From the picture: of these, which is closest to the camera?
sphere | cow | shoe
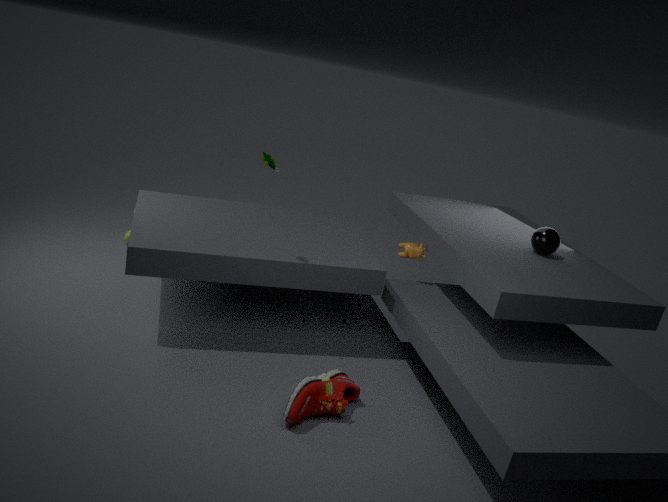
shoe
